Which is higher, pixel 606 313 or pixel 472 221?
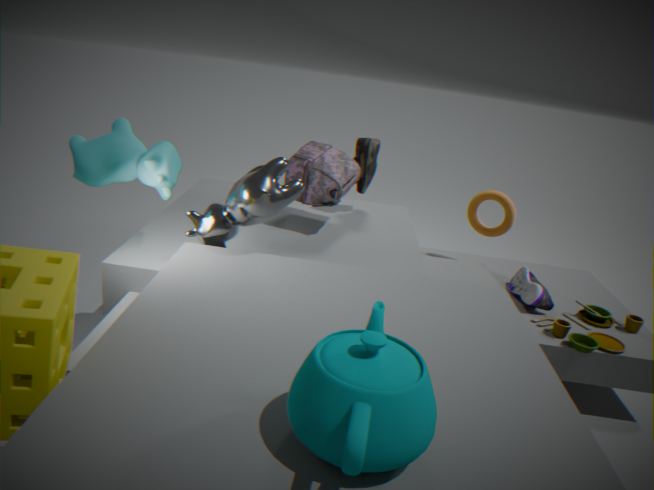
pixel 472 221
